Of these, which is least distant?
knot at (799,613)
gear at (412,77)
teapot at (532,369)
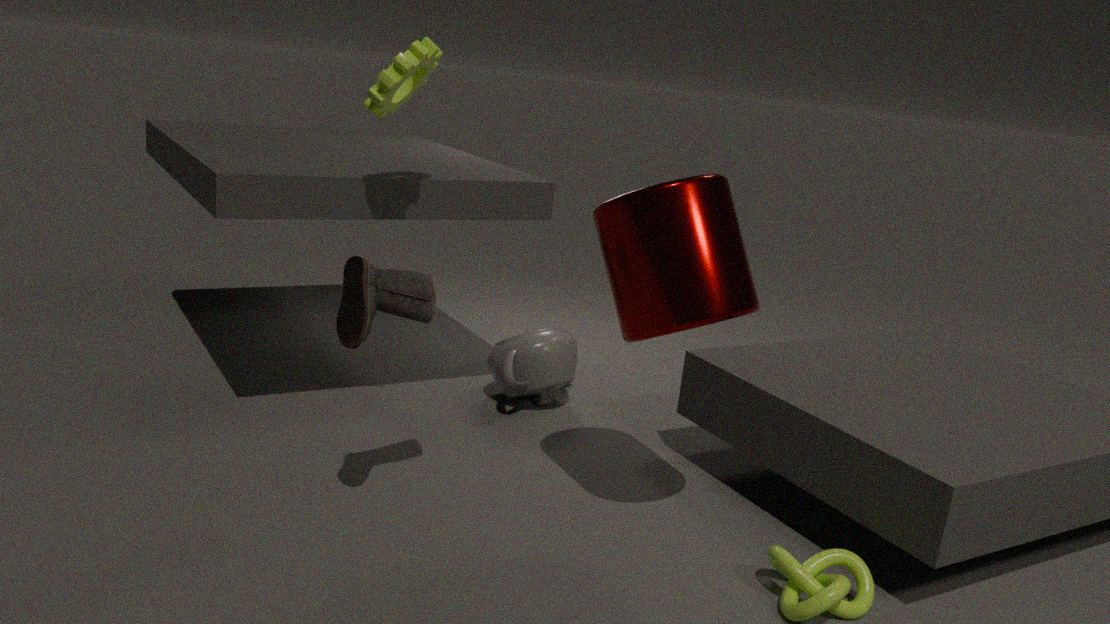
knot at (799,613)
